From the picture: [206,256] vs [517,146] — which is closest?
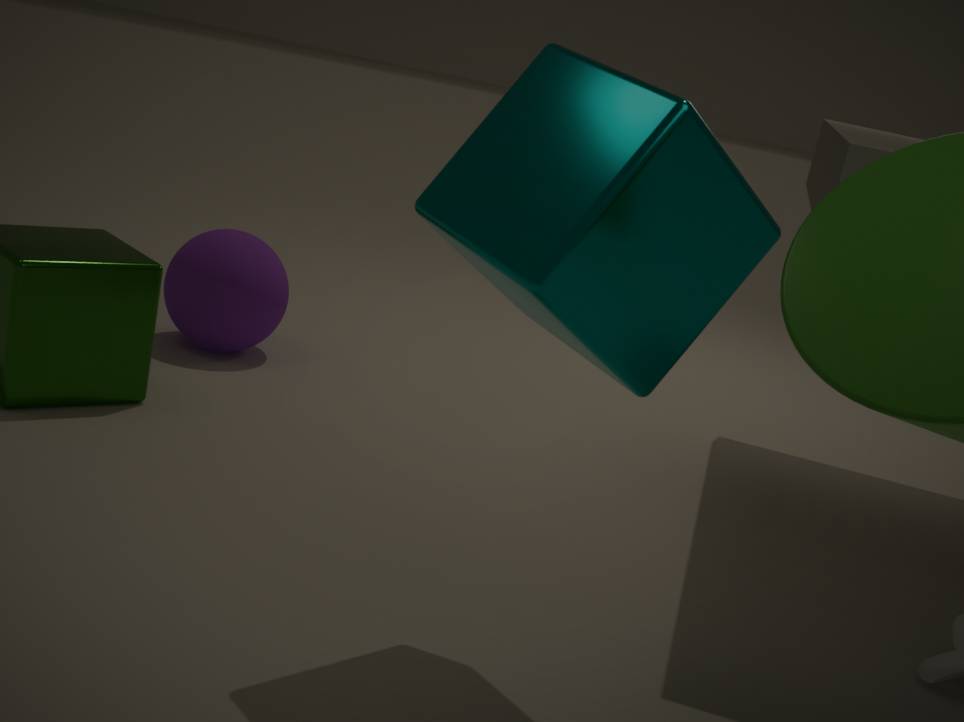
[517,146]
